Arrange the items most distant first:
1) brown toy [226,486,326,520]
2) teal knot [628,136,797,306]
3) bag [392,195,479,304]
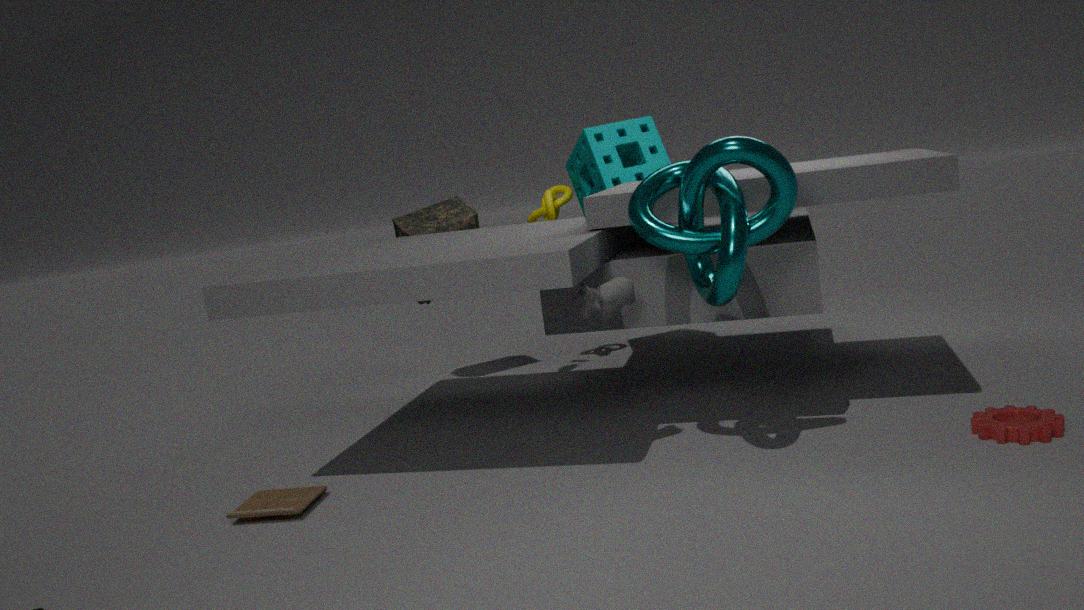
3. bag [392,195,479,304] → 1. brown toy [226,486,326,520] → 2. teal knot [628,136,797,306]
